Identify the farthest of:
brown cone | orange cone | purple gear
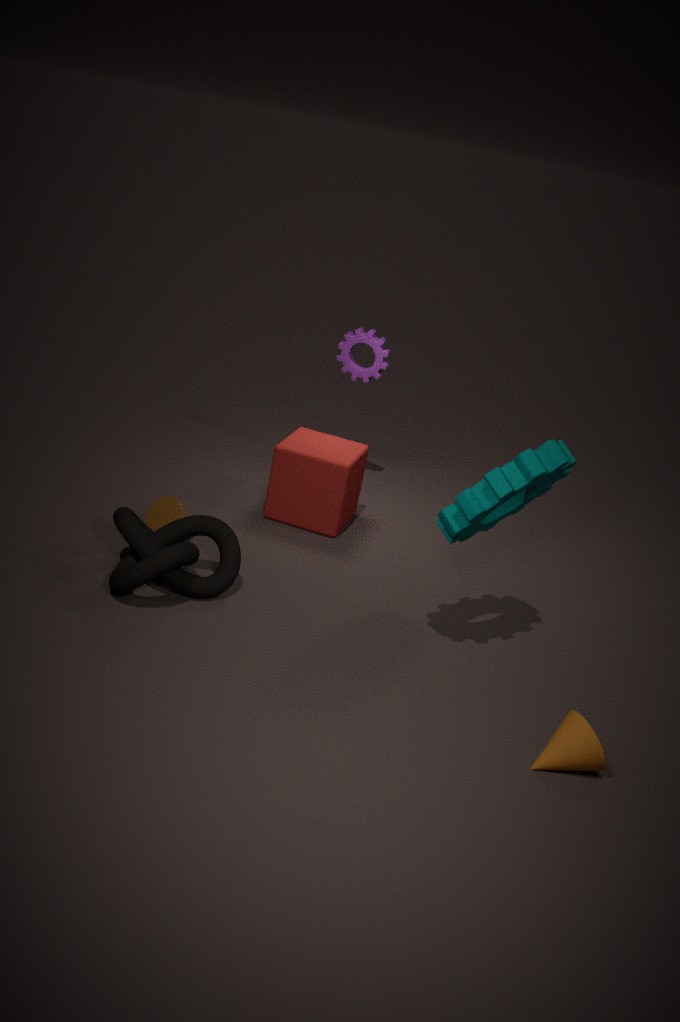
purple gear
